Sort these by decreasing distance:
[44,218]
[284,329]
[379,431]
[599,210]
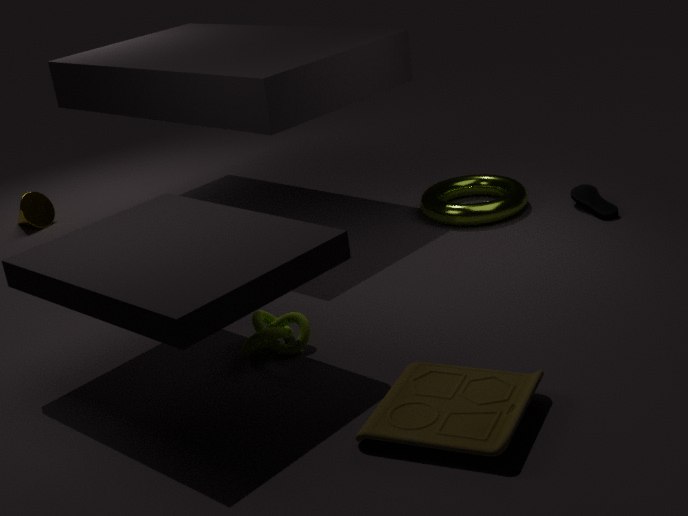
[44,218] < [599,210] < [284,329] < [379,431]
